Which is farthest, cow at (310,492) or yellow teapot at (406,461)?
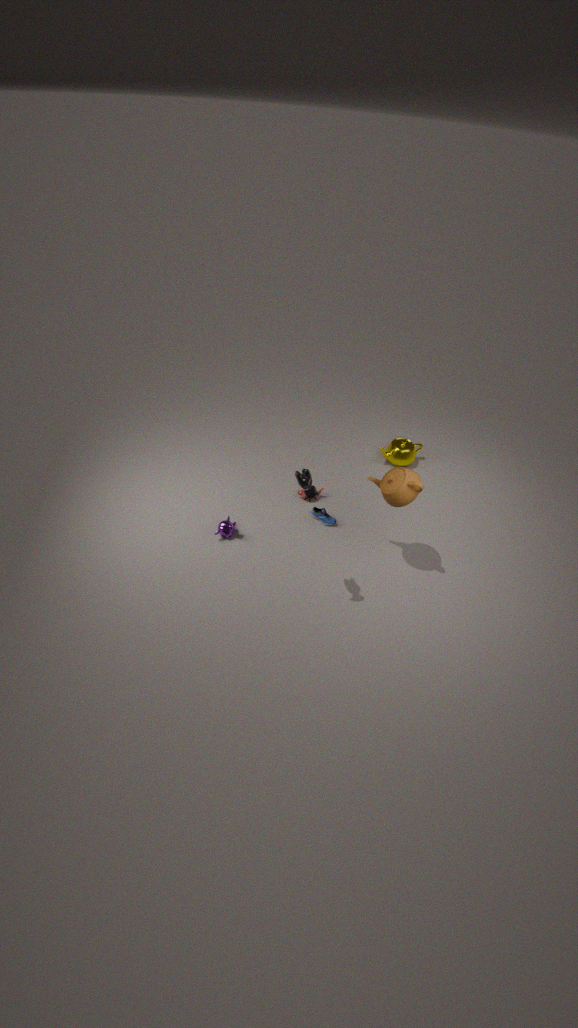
yellow teapot at (406,461)
